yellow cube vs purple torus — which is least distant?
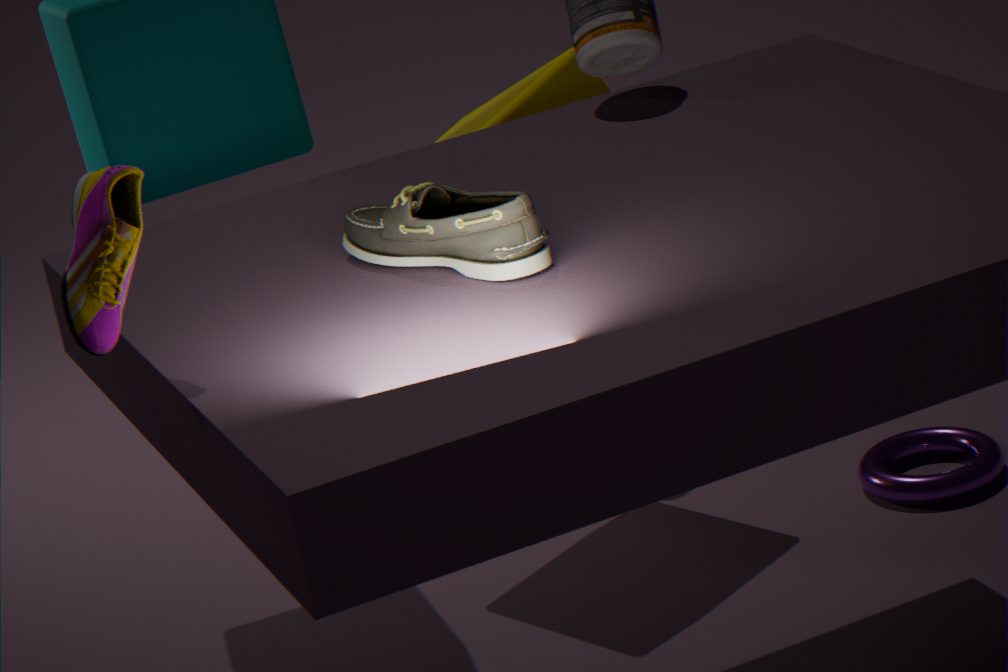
yellow cube
